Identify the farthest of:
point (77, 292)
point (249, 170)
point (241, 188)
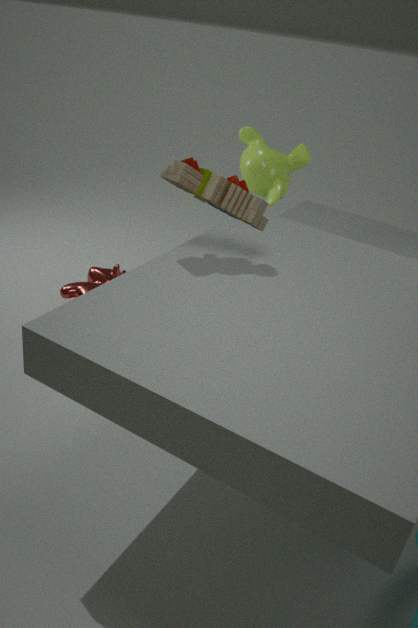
point (249, 170)
